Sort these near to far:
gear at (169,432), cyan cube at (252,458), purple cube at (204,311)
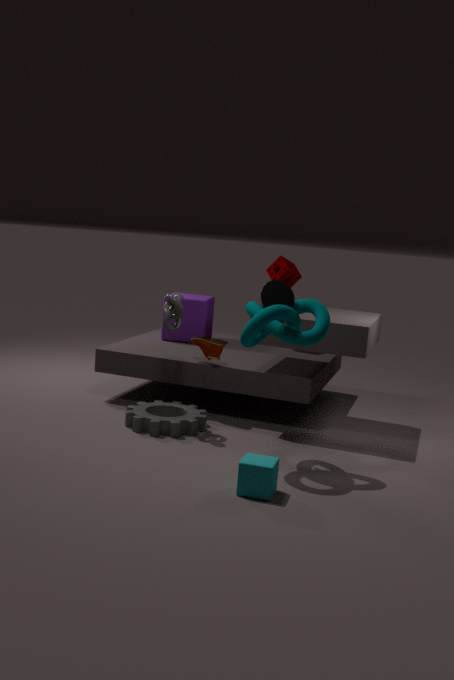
cyan cube at (252,458), gear at (169,432), purple cube at (204,311)
